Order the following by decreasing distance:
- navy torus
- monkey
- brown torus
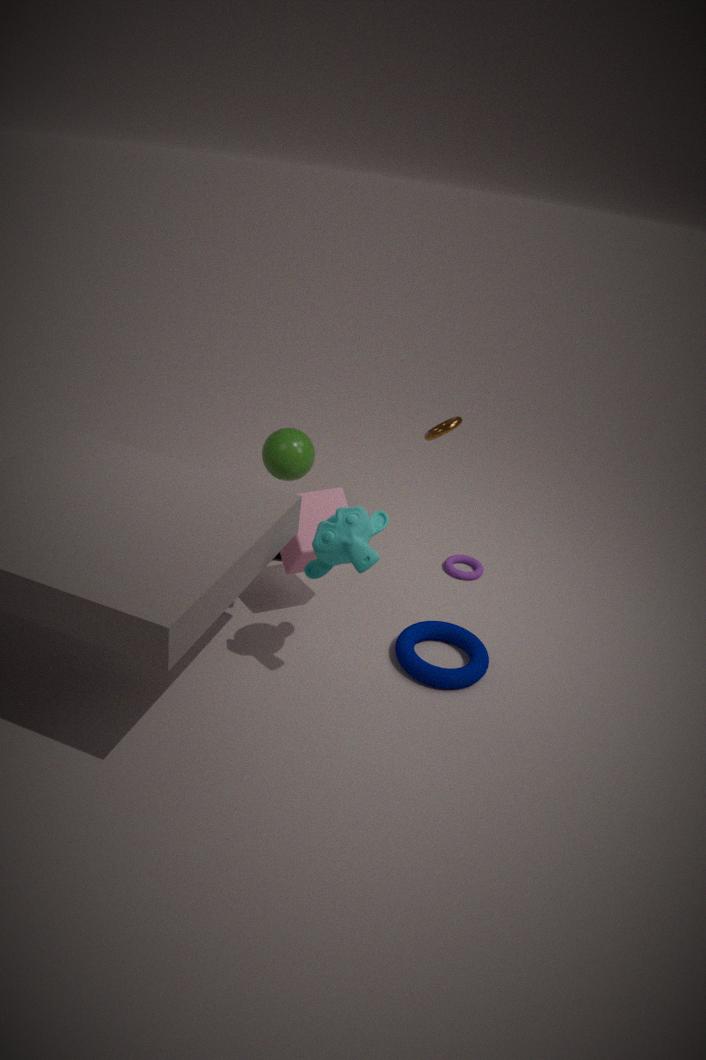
1. brown torus
2. navy torus
3. monkey
